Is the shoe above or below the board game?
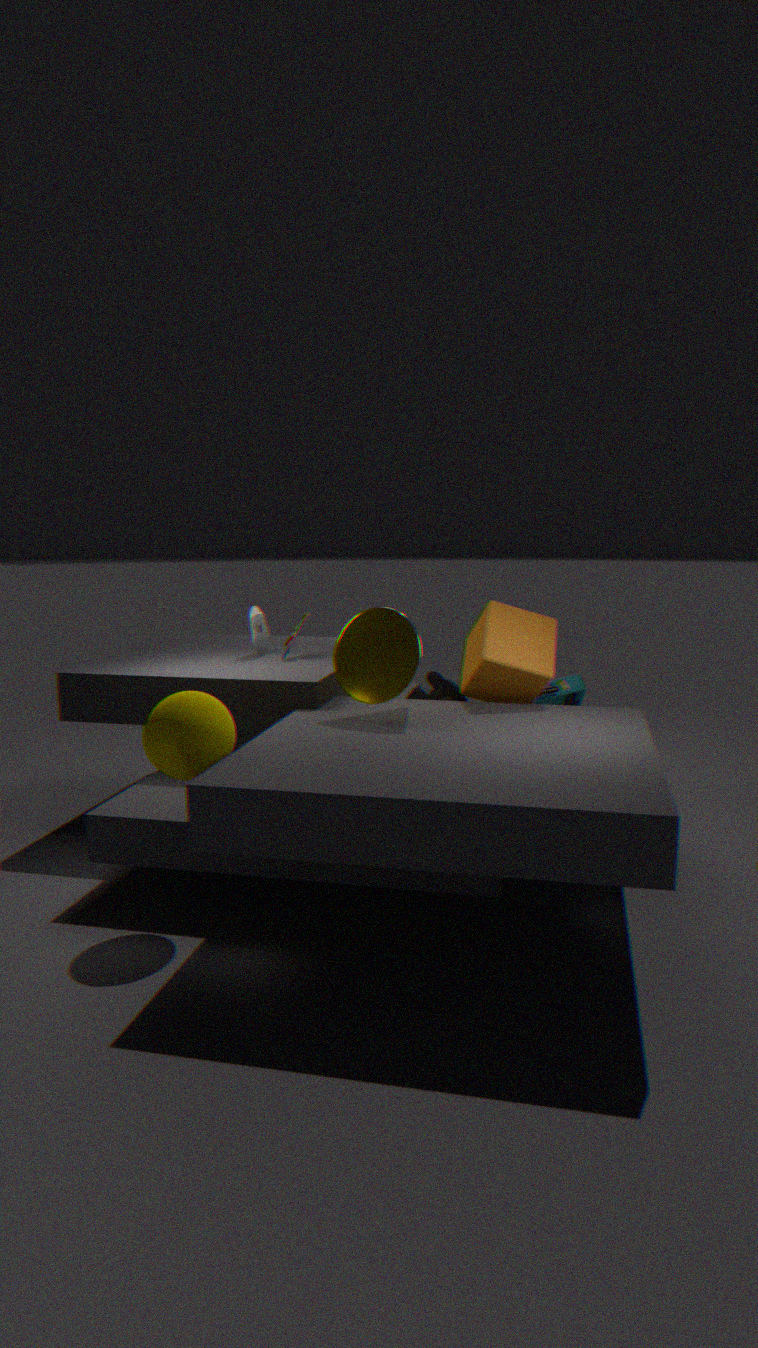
above
